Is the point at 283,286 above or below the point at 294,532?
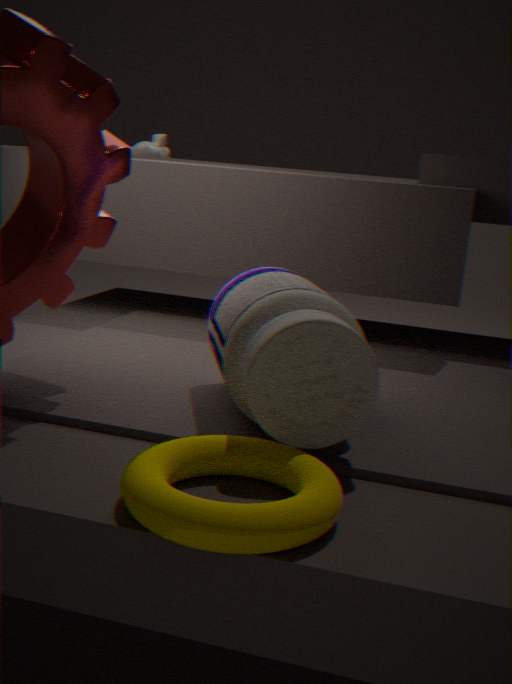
above
